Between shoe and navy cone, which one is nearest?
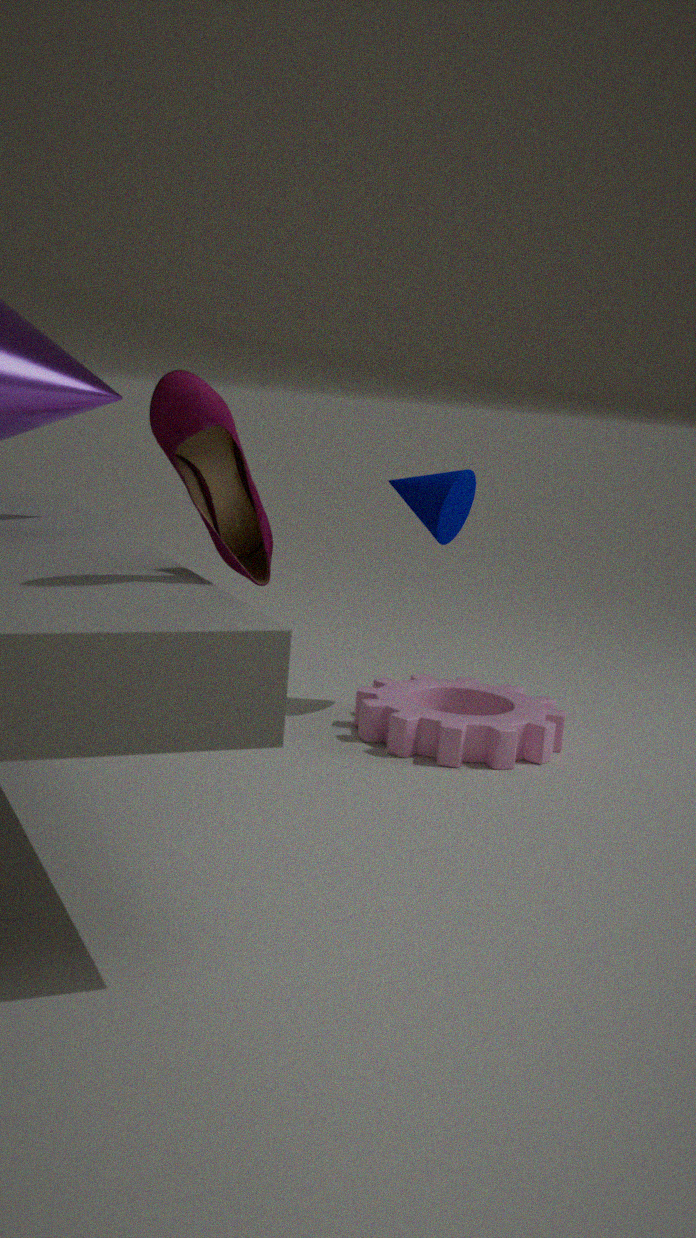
shoe
